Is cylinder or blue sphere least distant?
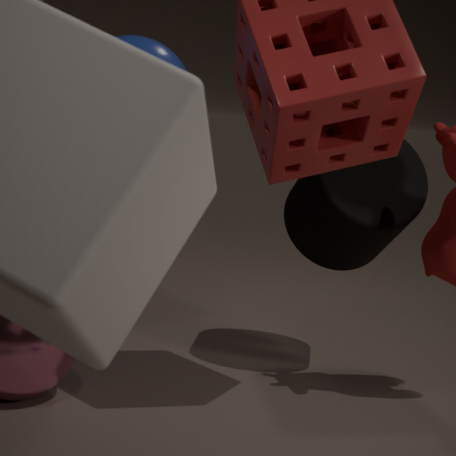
blue sphere
